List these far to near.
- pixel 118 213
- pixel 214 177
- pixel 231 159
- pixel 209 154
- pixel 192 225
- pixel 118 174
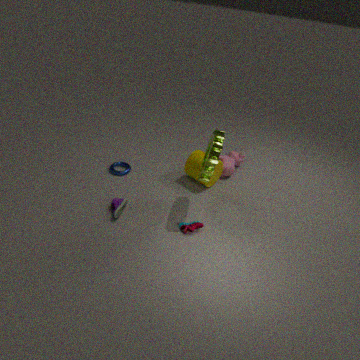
pixel 231 159
pixel 118 174
pixel 214 177
pixel 118 213
pixel 192 225
pixel 209 154
